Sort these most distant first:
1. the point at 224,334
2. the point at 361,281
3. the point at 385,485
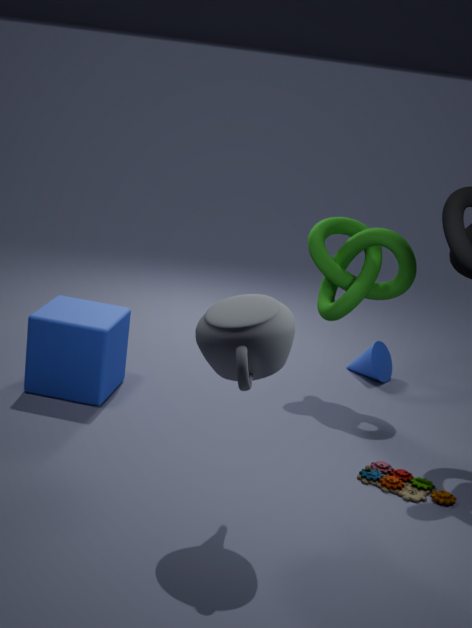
the point at 361,281
the point at 385,485
the point at 224,334
